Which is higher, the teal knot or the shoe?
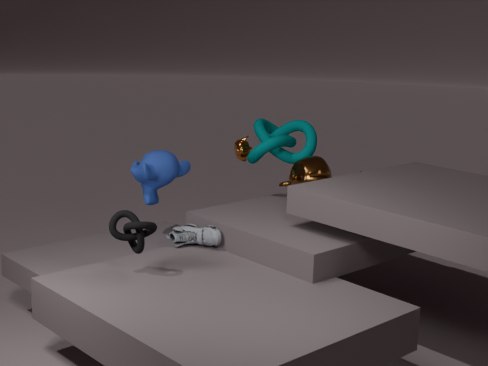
the teal knot
